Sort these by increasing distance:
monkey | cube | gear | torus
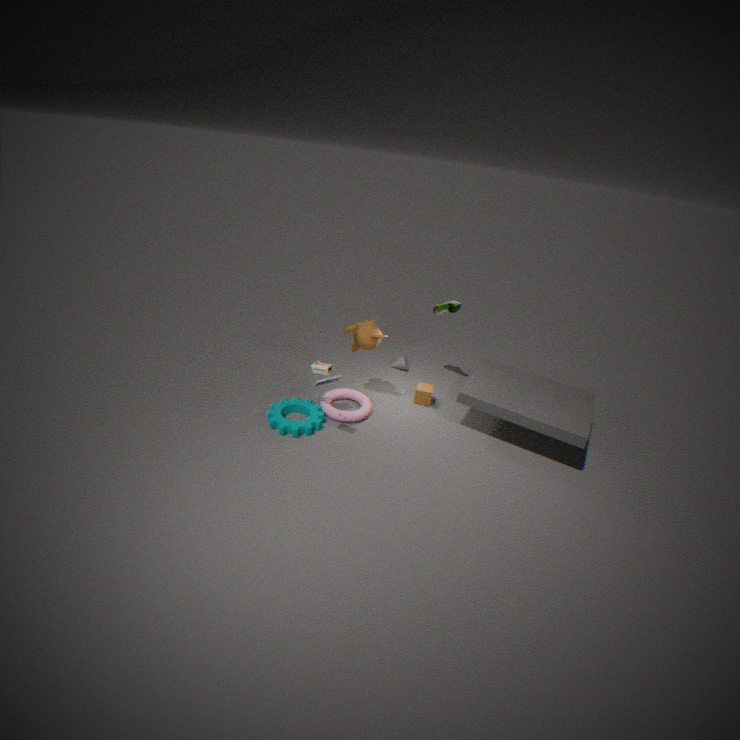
gear, torus, monkey, cube
